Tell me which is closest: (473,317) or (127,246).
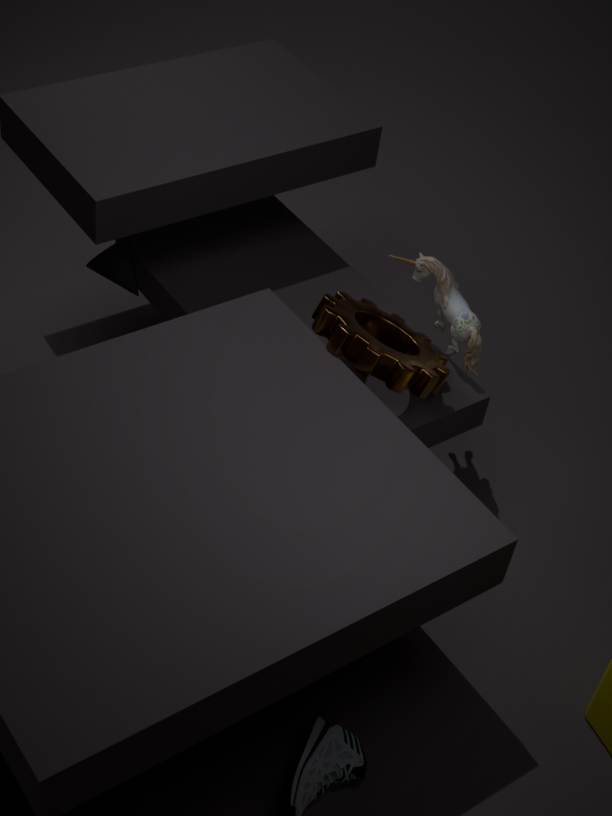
(473,317)
